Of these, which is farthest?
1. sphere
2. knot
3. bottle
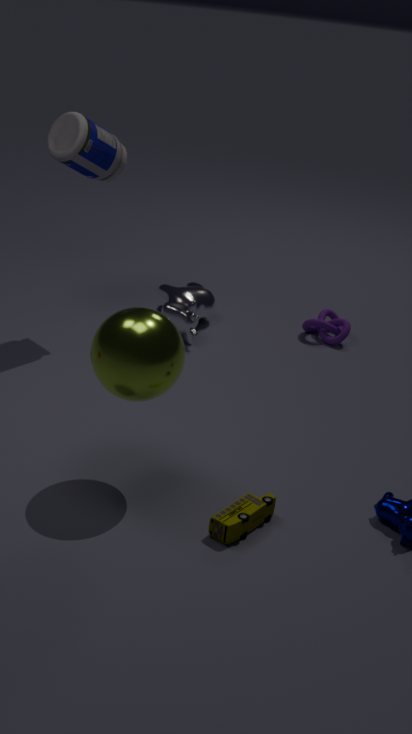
knot
